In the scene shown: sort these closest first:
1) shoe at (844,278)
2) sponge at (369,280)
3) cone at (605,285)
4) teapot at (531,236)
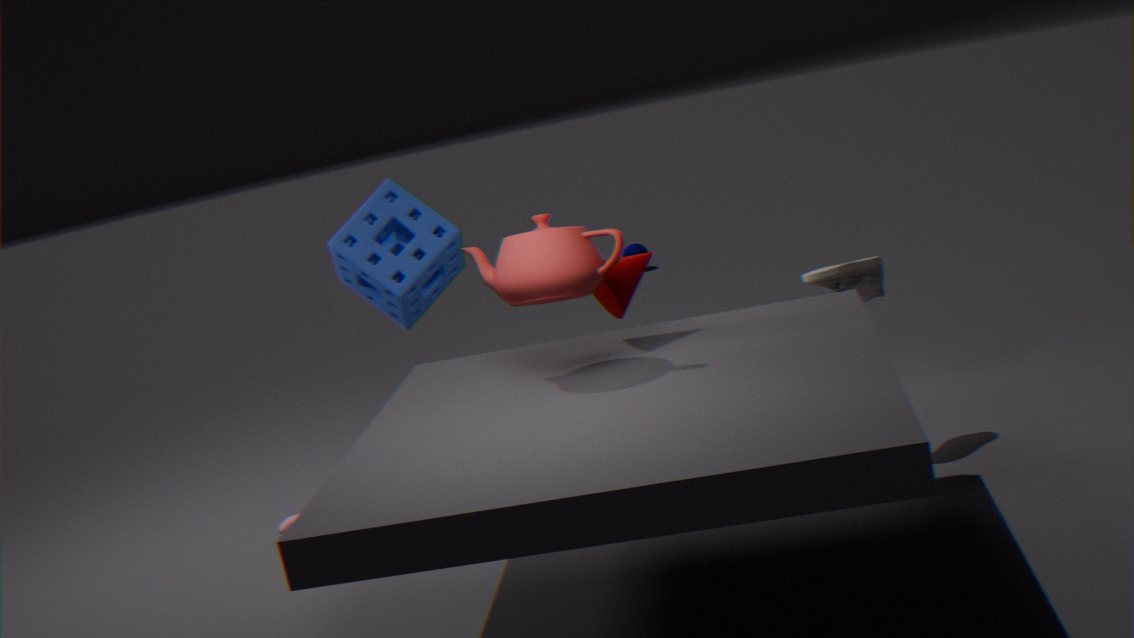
4. teapot at (531,236) < 3. cone at (605,285) < 1. shoe at (844,278) < 2. sponge at (369,280)
